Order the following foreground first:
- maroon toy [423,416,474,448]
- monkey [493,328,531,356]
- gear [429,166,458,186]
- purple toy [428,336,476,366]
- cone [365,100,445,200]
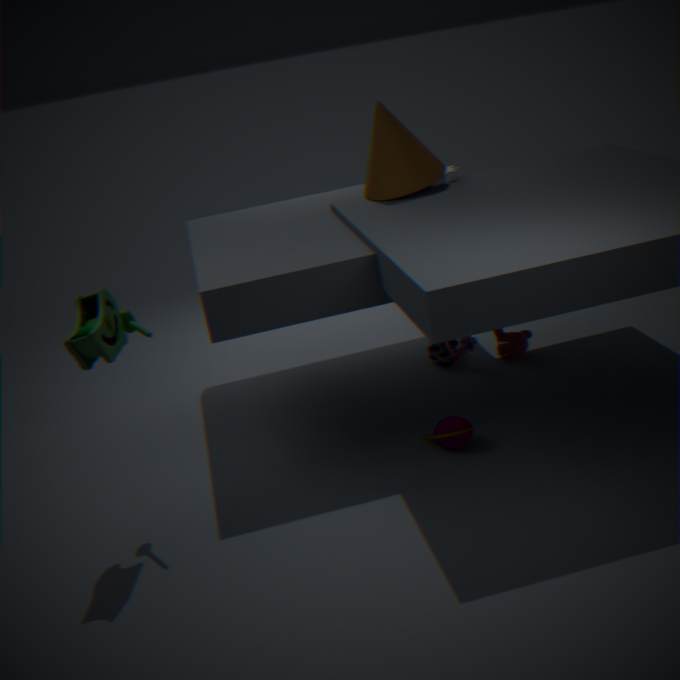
maroon toy [423,416,474,448] → cone [365,100,445,200] → gear [429,166,458,186] → monkey [493,328,531,356] → purple toy [428,336,476,366]
